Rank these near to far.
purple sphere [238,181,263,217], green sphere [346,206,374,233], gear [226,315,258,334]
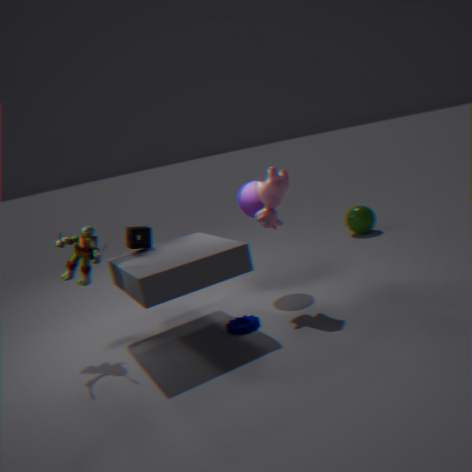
1. gear [226,315,258,334]
2. purple sphere [238,181,263,217]
3. green sphere [346,206,374,233]
